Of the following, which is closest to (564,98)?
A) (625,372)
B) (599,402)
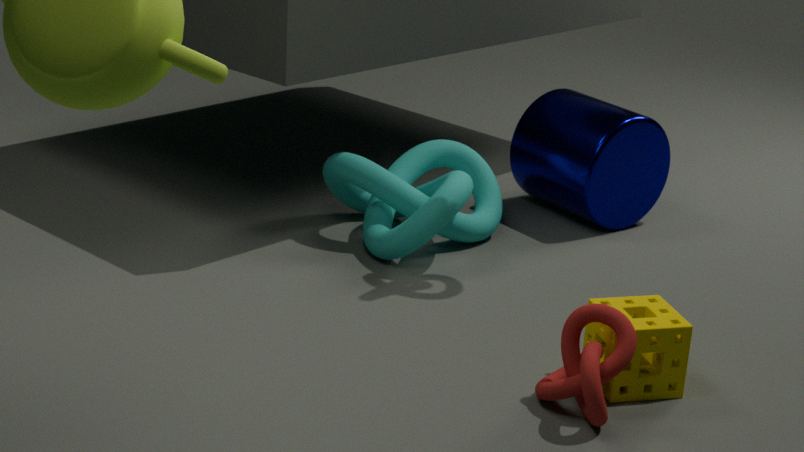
(625,372)
